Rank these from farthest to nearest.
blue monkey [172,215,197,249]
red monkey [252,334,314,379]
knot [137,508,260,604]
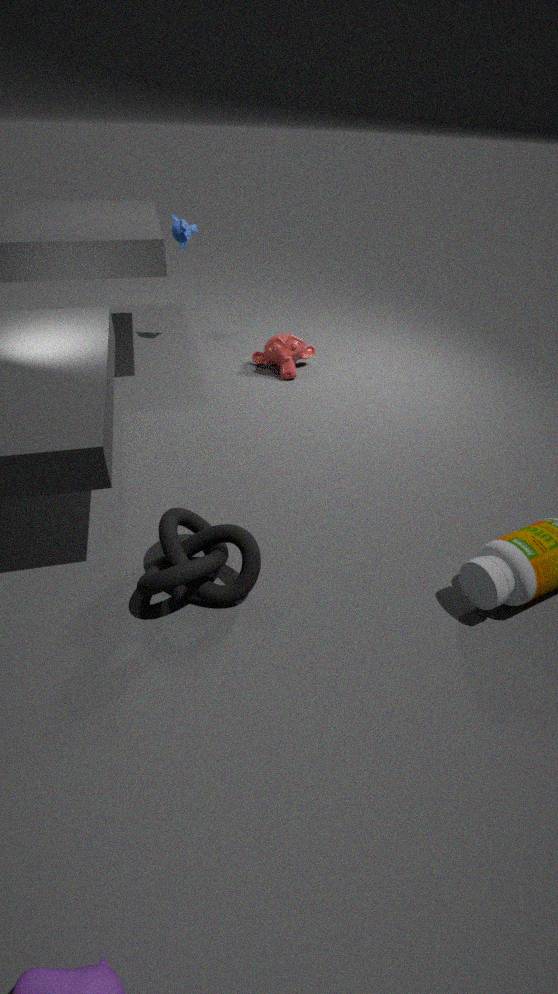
blue monkey [172,215,197,249], red monkey [252,334,314,379], knot [137,508,260,604]
